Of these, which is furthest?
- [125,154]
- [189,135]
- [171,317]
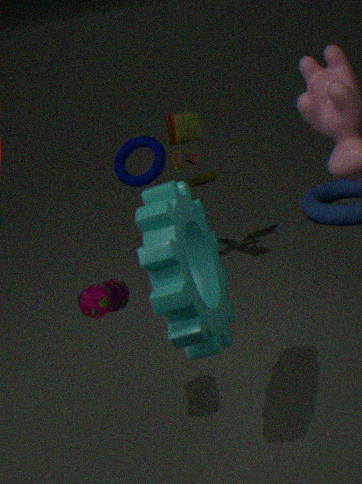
[125,154]
